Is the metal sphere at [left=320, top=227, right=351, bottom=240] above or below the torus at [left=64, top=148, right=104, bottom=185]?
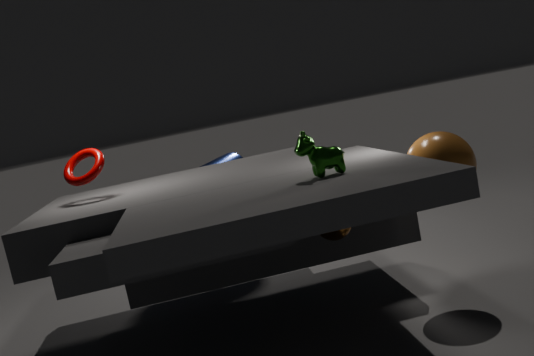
below
